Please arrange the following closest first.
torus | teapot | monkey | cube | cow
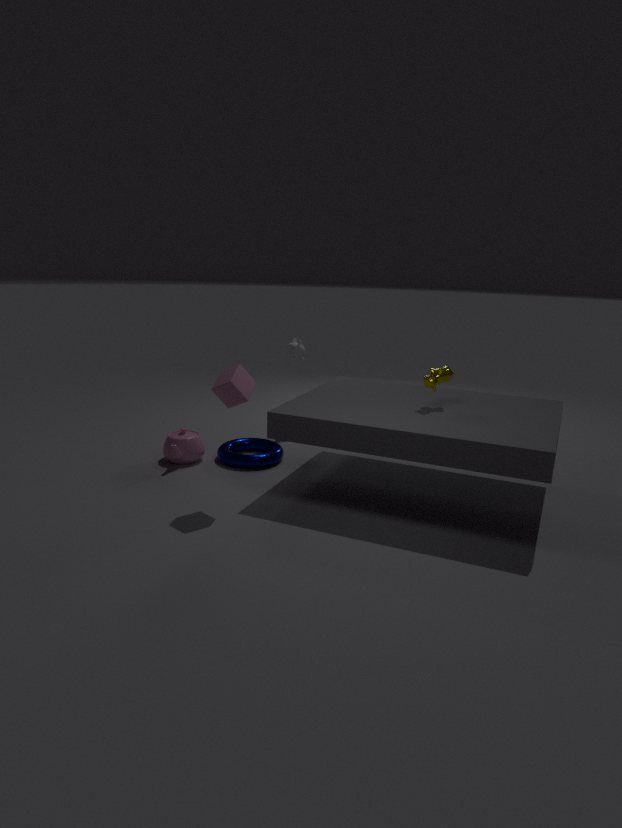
cube → cow → torus → teapot → monkey
